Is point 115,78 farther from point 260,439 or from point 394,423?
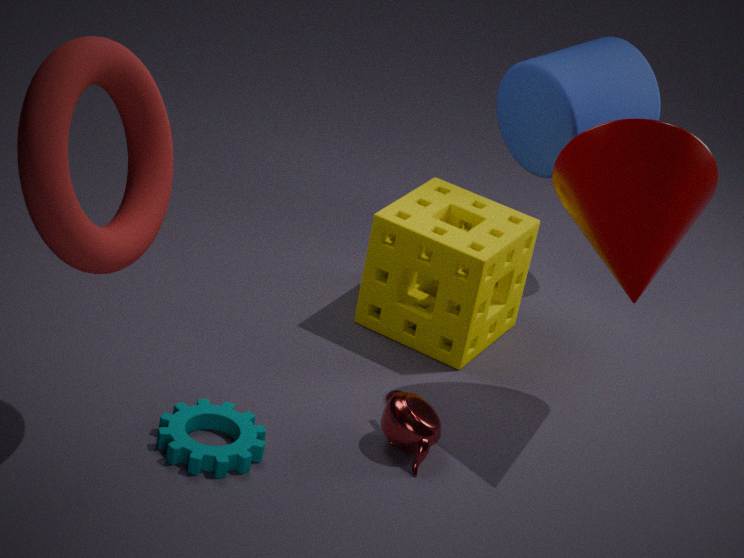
point 394,423
